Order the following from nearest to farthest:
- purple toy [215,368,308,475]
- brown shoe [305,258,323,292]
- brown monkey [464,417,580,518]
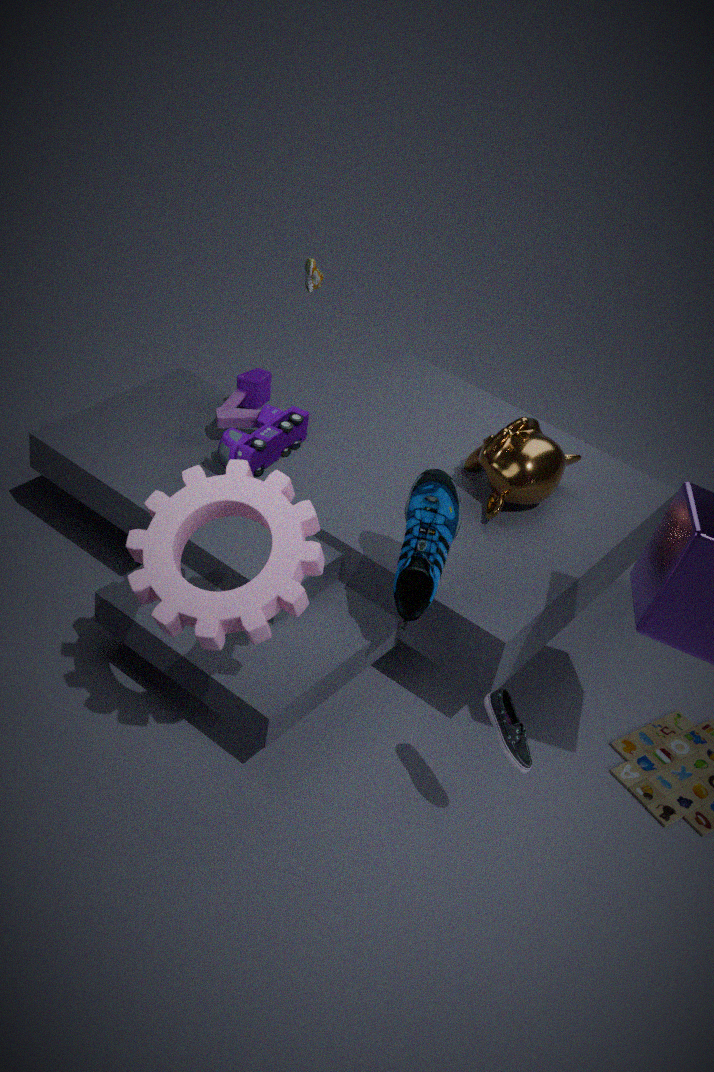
1. brown monkey [464,417,580,518]
2. purple toy [215,368,308,475]
3. brown shoe [305,258,323,292]
